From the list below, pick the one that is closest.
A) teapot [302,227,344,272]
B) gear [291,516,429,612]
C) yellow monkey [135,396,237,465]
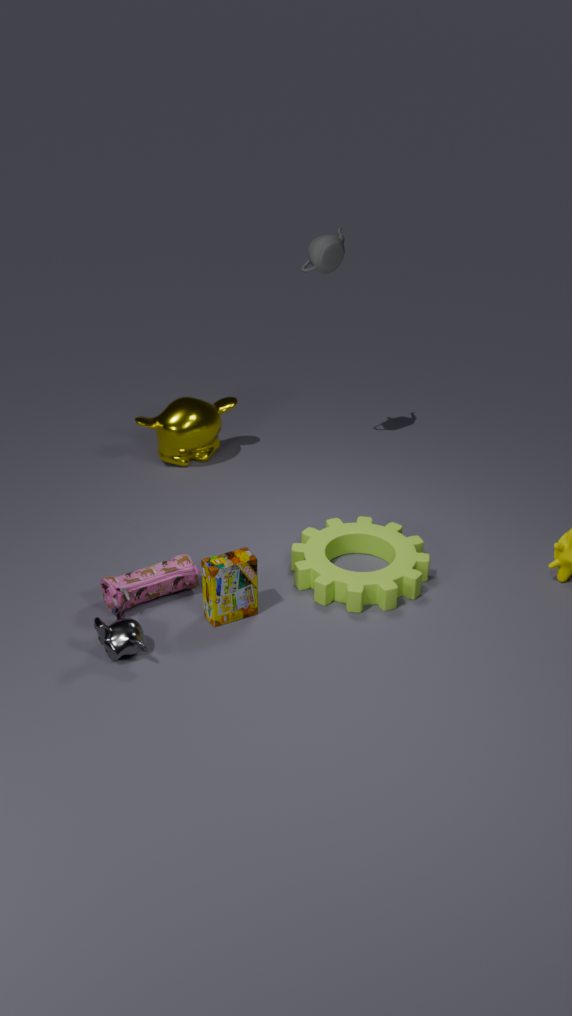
gear [291,516,429,612]
